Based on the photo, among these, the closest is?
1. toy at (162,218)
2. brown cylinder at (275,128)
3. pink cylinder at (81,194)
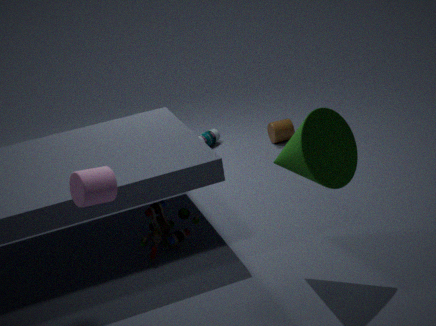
pink cylinder at (81,194)
